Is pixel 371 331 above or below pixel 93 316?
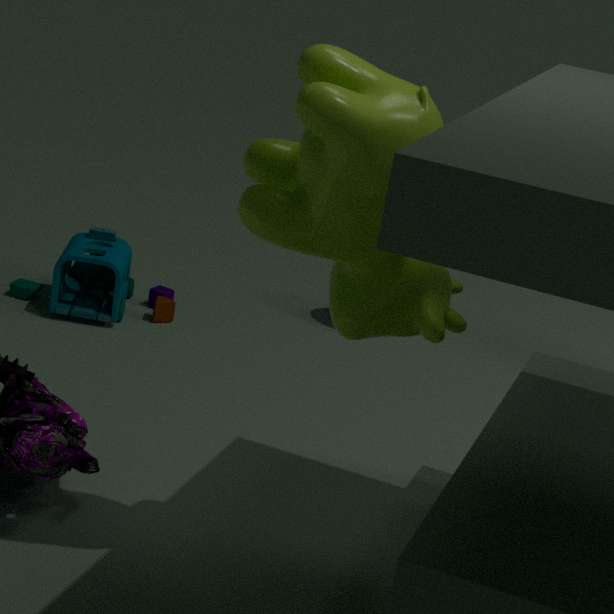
above
